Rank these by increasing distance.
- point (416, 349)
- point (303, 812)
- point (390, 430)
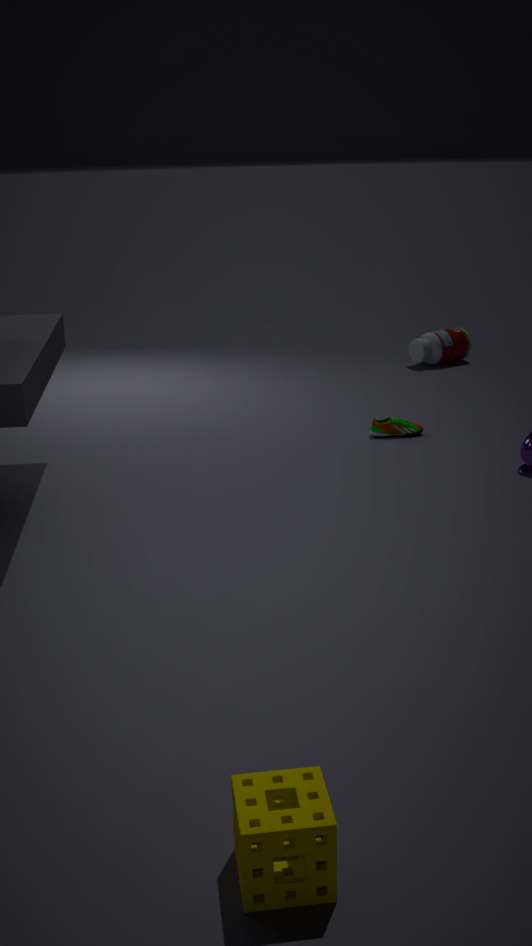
point (303, 812)
point (390, 430)
point (416, 349)
